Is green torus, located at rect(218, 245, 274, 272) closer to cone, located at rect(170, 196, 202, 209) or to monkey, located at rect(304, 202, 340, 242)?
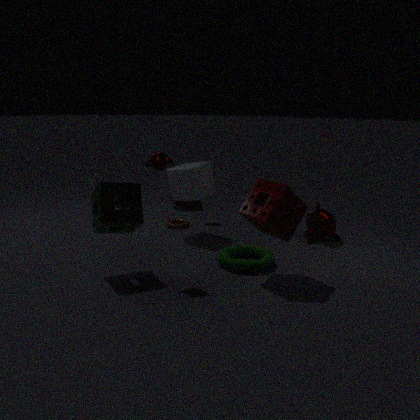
monkey, located at rect(304, 202, 340, 242)
